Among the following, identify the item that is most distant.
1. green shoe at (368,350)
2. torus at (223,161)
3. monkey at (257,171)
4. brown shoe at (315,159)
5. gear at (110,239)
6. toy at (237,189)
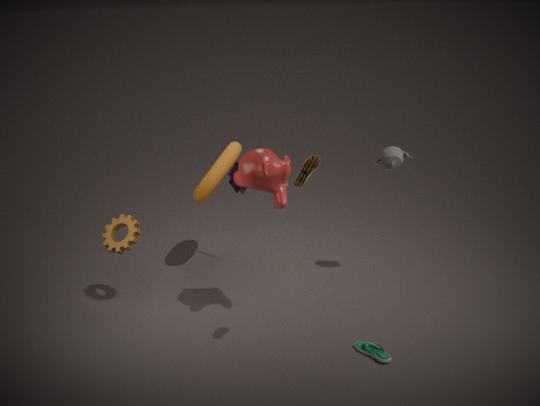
toy at (237,189)
